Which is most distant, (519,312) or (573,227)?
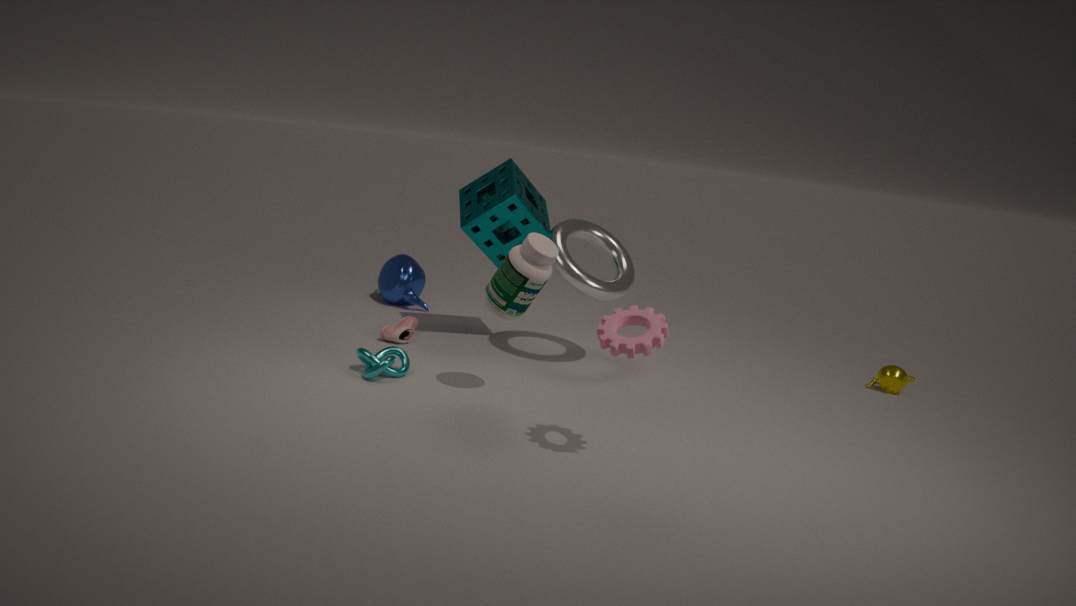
(573,227)
